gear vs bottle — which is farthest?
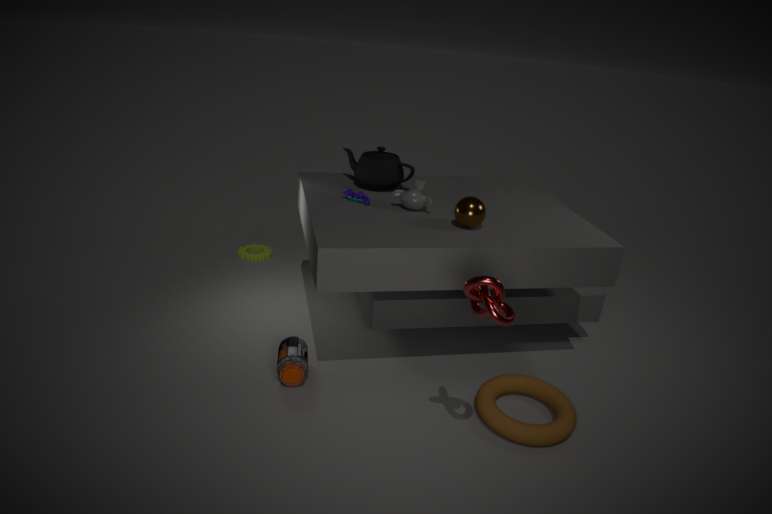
gear
